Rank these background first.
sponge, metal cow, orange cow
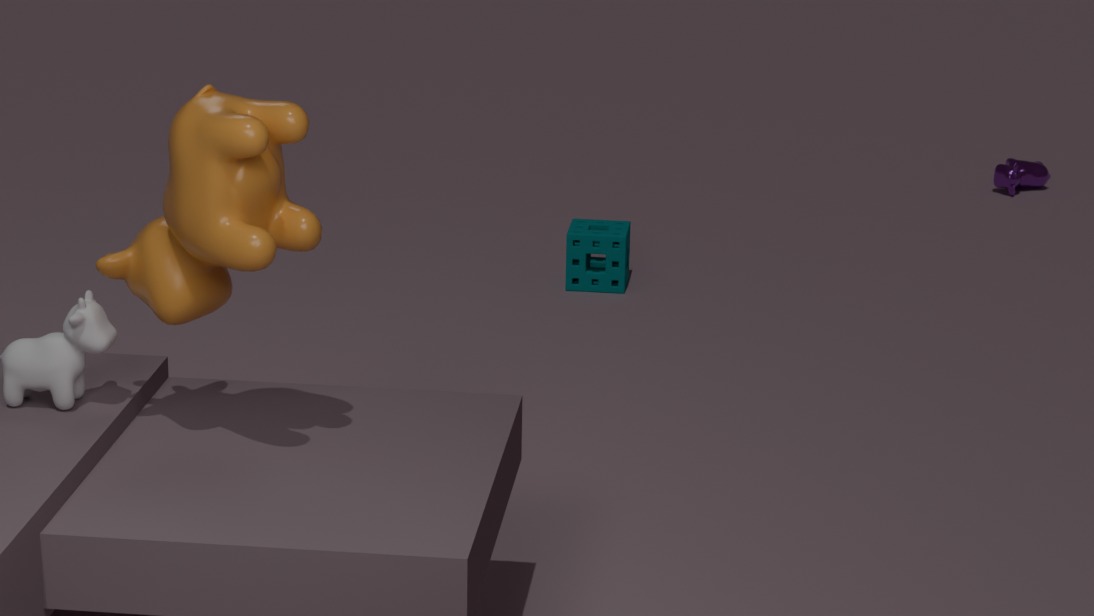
1. metal cow
2. sponge
3. orange cow
